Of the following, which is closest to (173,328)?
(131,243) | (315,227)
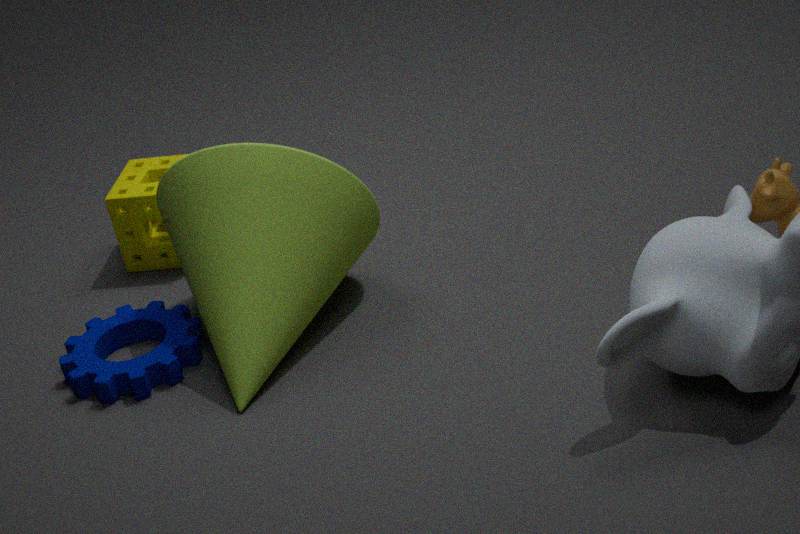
(315,227)
